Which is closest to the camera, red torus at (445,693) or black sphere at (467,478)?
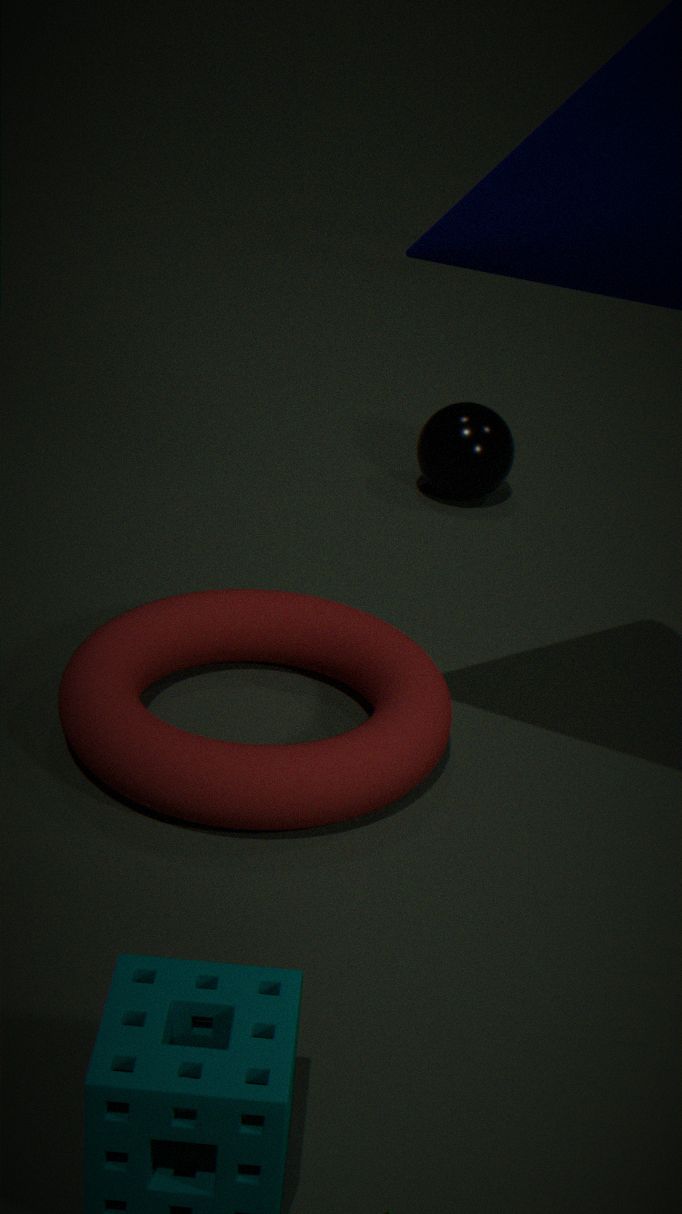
red torus at (445,693)
